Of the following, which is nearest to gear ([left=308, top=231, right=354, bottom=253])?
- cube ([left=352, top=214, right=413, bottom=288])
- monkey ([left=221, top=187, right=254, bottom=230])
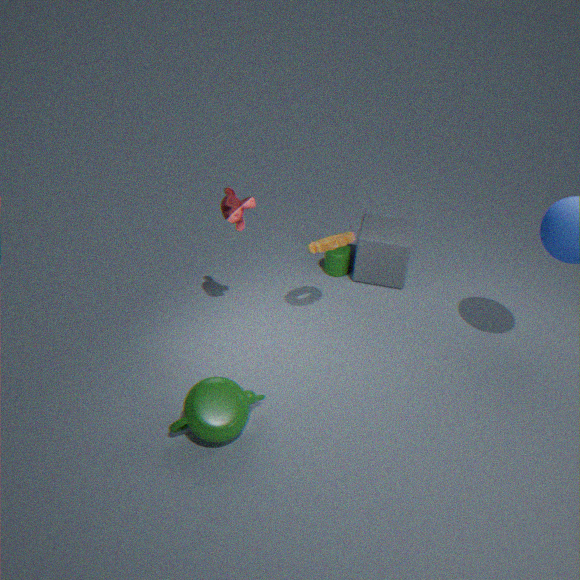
monkey ([left=221, top=187, right=254, bottom=230])
